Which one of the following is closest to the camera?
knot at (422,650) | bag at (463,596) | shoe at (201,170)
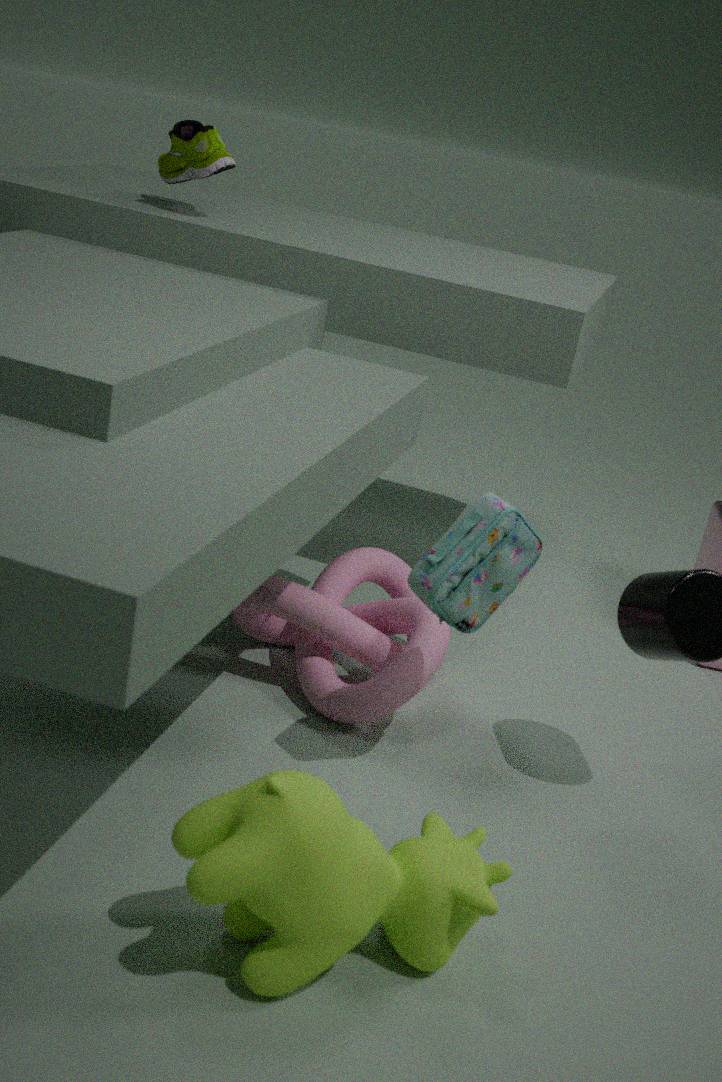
bag at (463,596)
